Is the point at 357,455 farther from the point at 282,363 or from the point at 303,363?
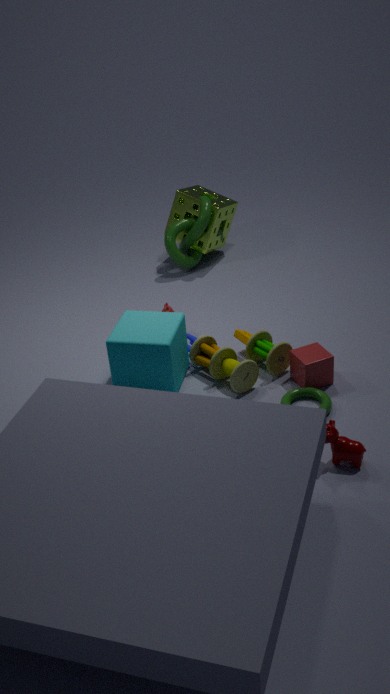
the point at 282,363
